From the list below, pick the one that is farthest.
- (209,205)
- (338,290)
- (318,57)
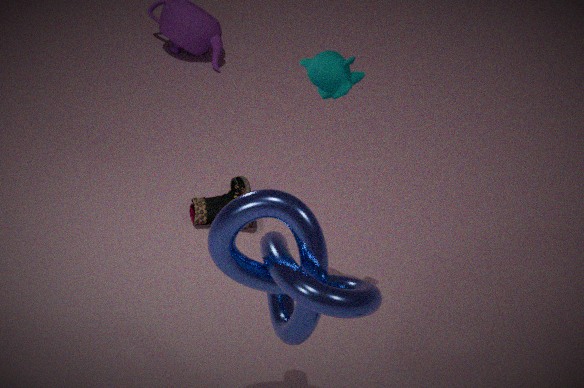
(209,205)
